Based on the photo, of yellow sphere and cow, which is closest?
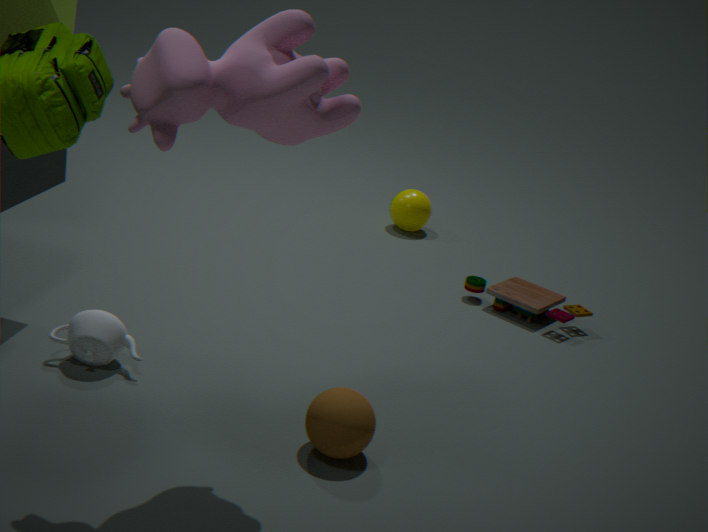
cow
